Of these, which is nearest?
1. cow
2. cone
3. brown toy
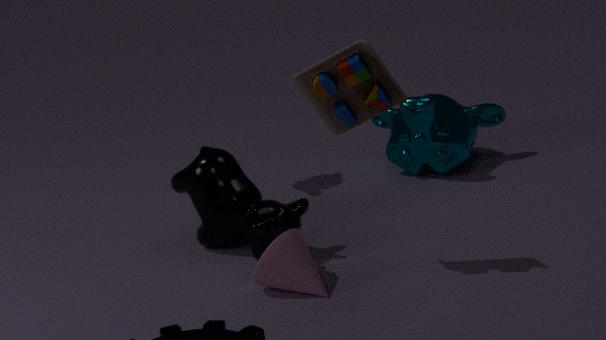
brown toy
